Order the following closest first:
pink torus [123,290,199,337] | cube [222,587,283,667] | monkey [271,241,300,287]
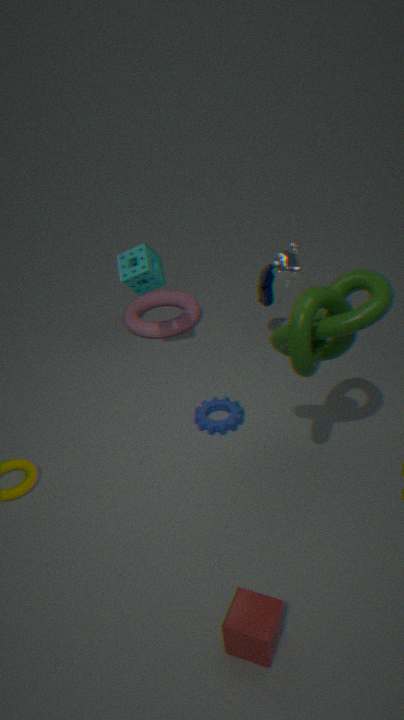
cube [222,587,283,667] < monkey [271,241,300,287] < pink torus [123,290,199,337]
